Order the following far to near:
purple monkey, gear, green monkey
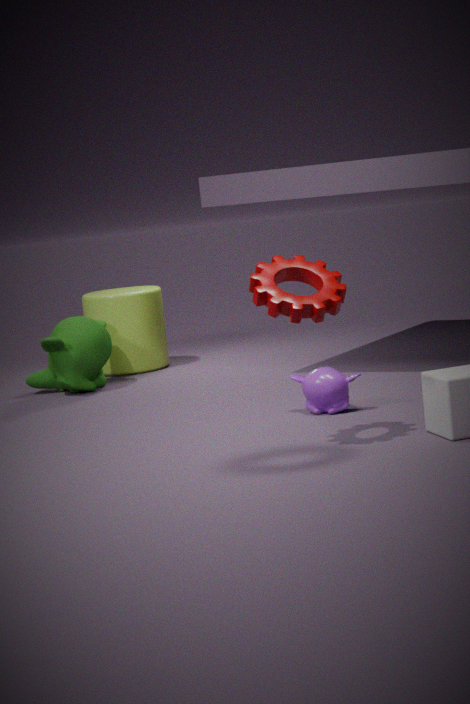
1. green monkey
2. purple monkey
3. gear
